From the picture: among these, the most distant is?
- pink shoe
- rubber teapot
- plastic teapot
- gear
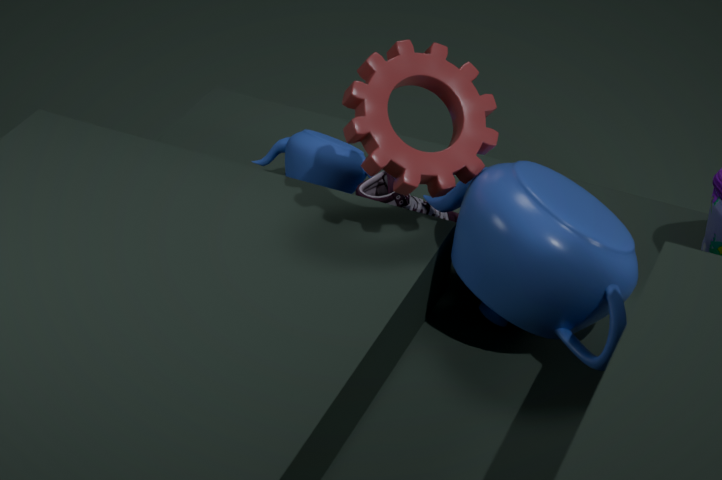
rubber teapot
